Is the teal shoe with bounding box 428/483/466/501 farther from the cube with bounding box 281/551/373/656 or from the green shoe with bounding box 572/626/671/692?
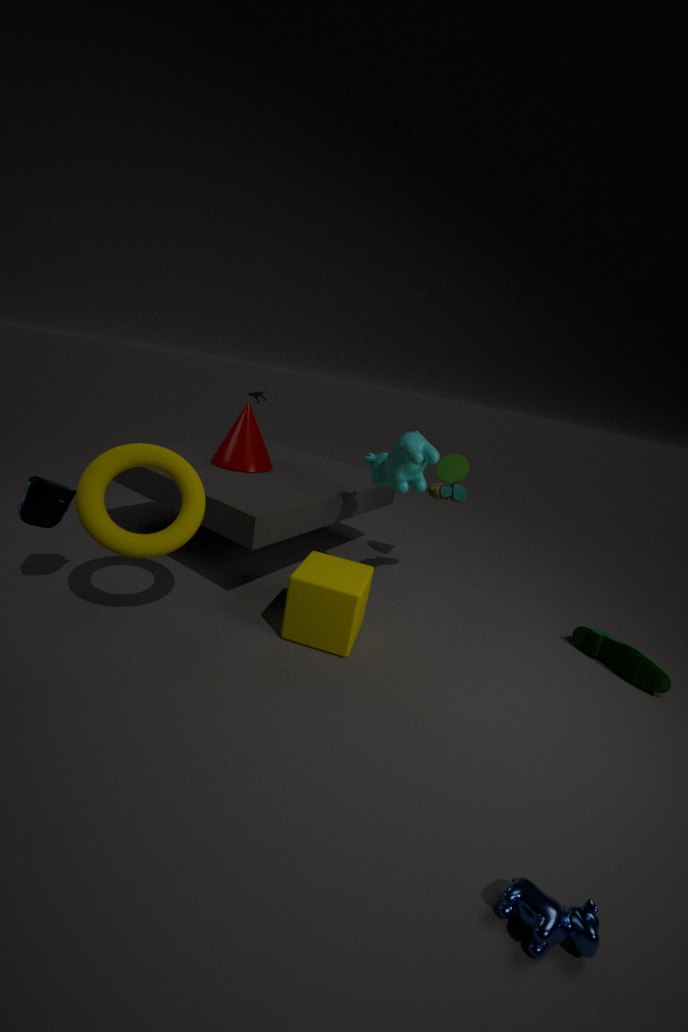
the green shoe with bounding box 572/626/671/692
